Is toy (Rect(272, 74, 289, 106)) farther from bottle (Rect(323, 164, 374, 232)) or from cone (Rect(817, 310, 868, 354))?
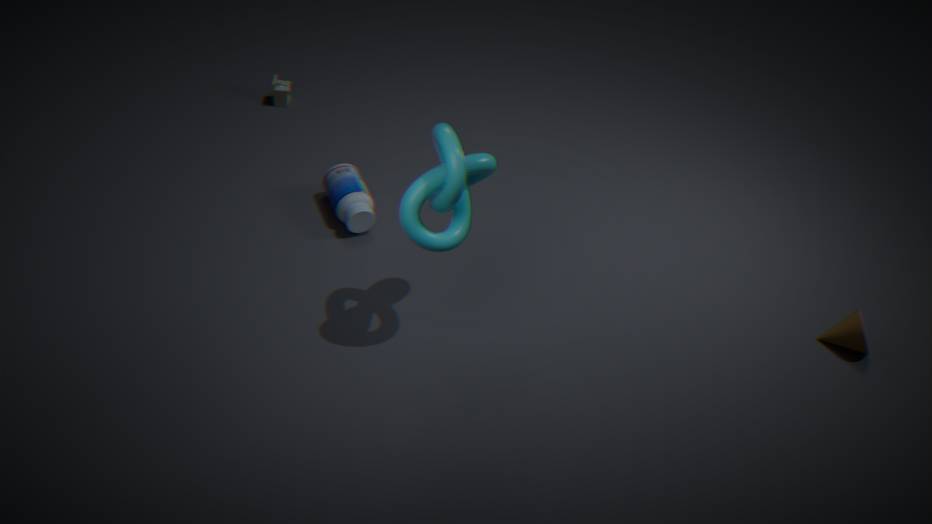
cone (Rect(817, 310, 868, 354))
